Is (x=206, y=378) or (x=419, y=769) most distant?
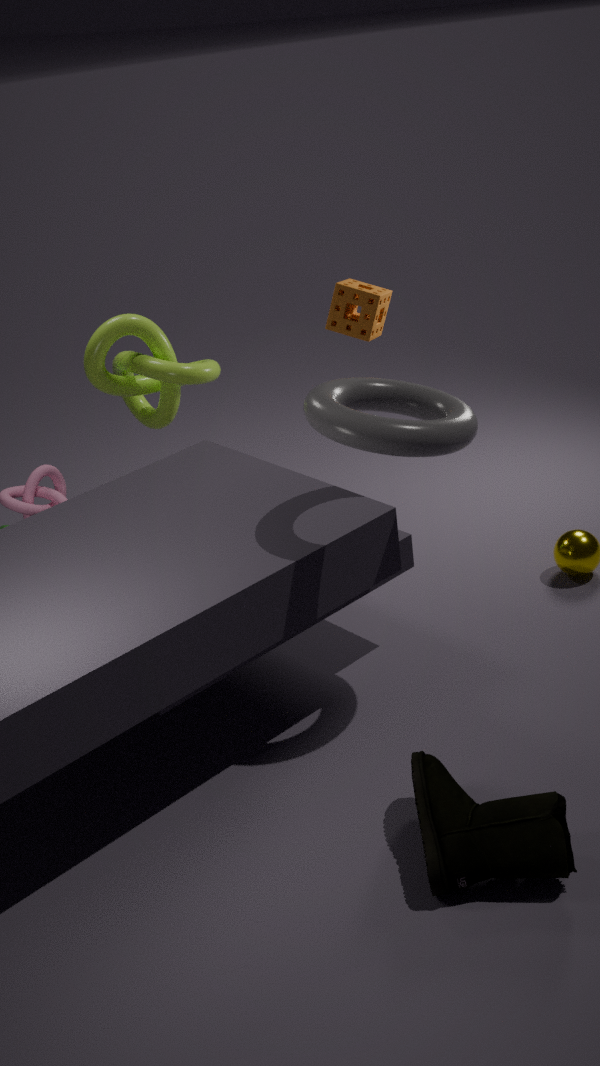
→ (x=206, y=378)
